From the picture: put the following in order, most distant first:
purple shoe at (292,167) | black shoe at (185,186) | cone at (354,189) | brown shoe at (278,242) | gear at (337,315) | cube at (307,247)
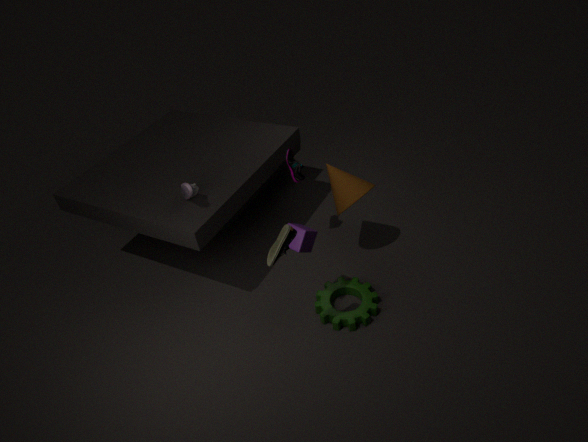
purple shoe at (292,167) < cone at (354,189) < gear at (337,315) < black shoe at (185,186) < cube at (307,247) < brown shoe at (278,242)
